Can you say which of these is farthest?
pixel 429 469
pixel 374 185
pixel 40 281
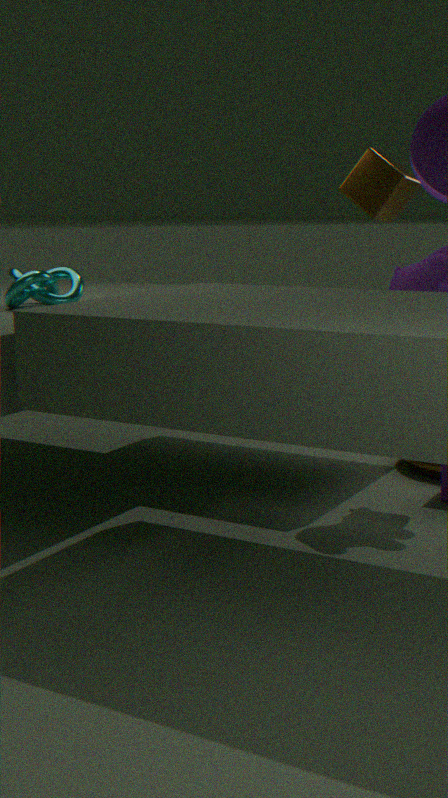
pixel 429 469
